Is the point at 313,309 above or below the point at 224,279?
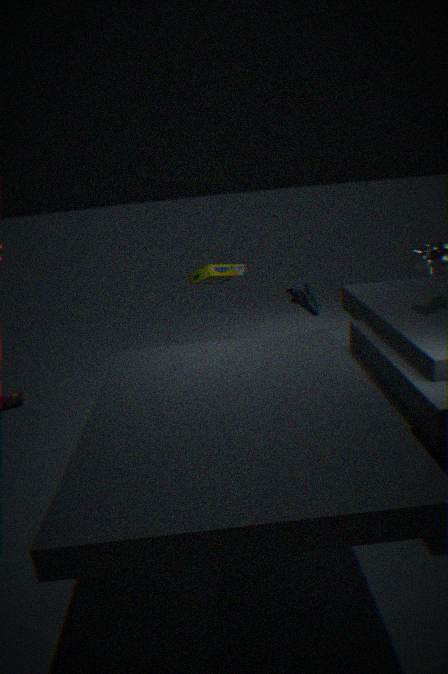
below
